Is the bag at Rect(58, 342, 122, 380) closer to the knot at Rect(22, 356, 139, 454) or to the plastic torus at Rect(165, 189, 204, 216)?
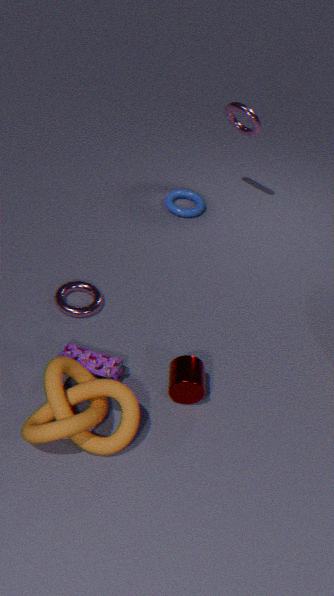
the knot at Rect(22, 356, 139, 454)
